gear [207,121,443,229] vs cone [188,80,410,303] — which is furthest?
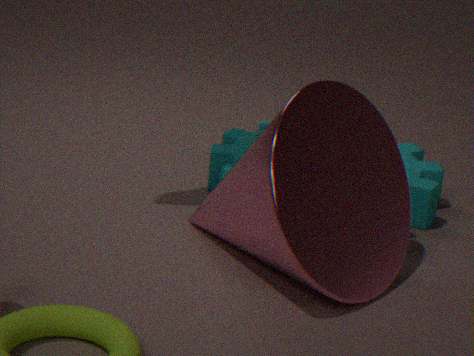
gear [207,121,443,229]
